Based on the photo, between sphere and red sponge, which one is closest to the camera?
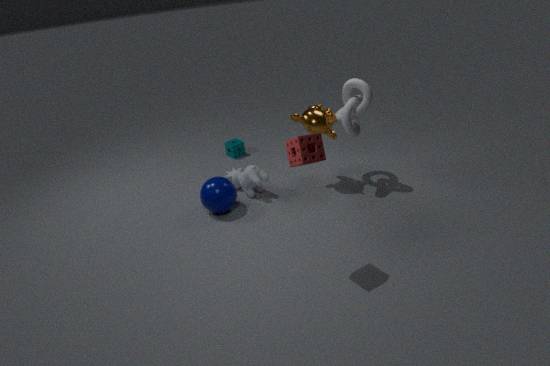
red sponge
